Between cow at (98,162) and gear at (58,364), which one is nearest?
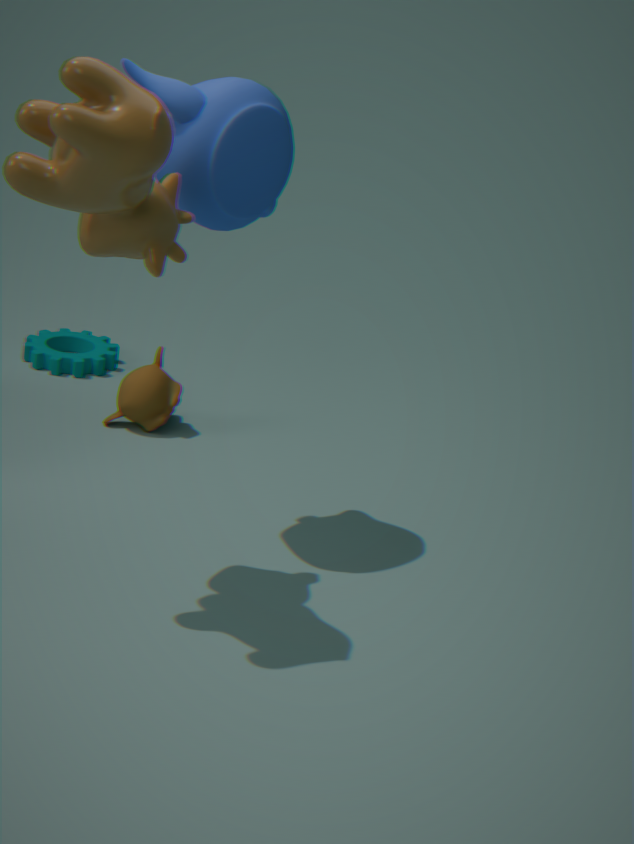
cow at (98,162)
